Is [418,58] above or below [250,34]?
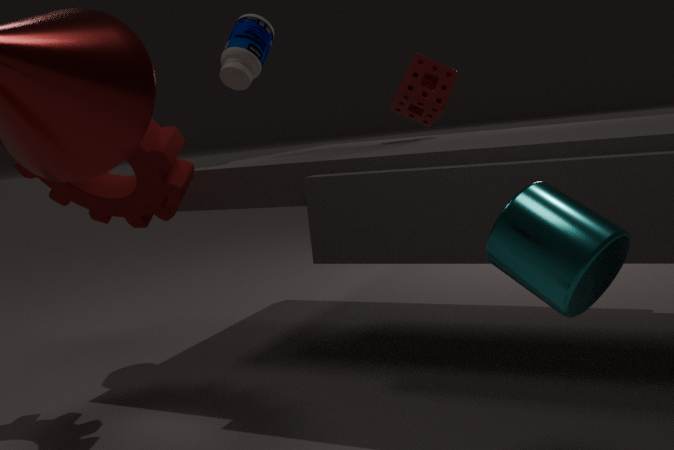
below
